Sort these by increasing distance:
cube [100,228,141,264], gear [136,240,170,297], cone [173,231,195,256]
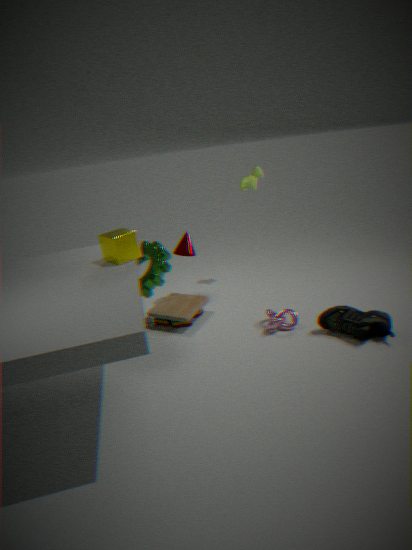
cube [100,228,141,264]
gear [136,240,170,297]
cone [173,231,195,256]
